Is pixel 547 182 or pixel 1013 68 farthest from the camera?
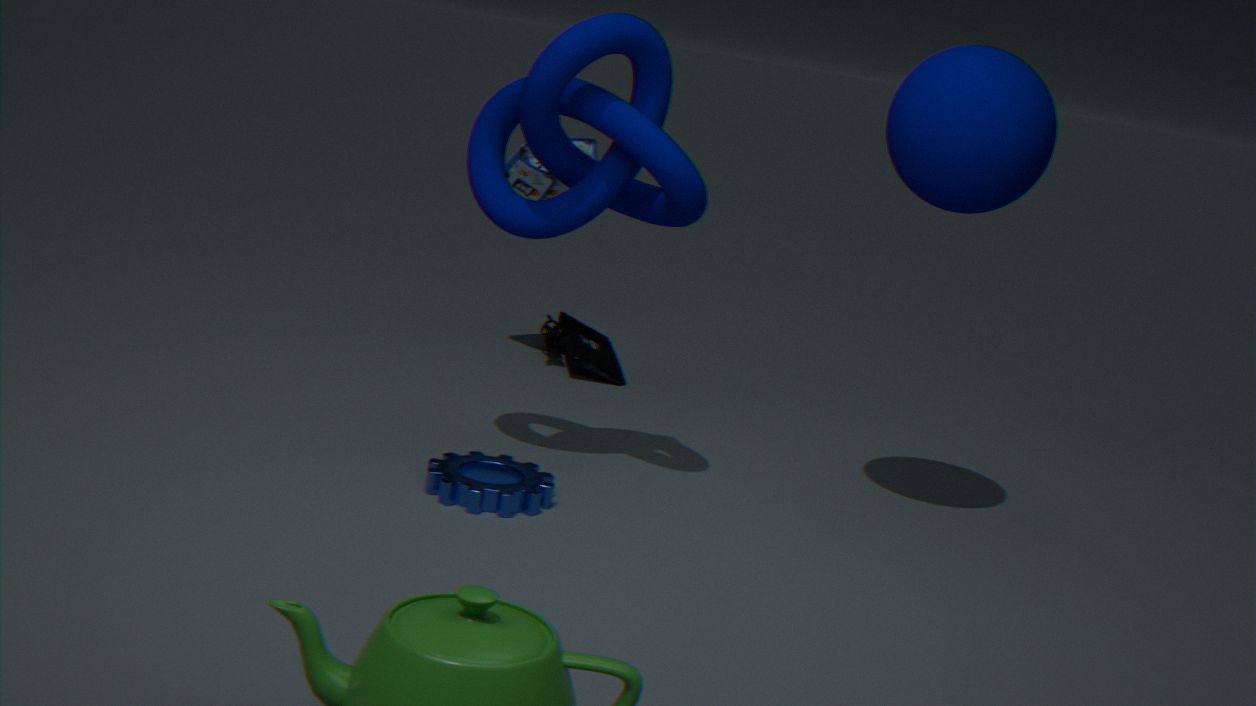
pixel 547 182
